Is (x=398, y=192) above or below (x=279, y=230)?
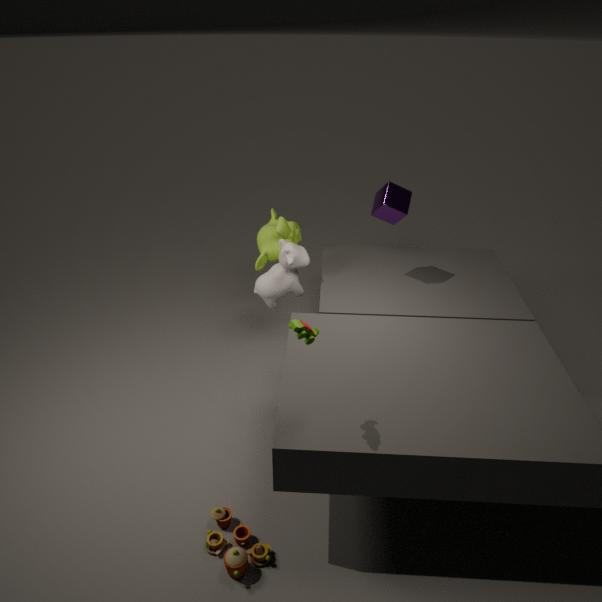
above
